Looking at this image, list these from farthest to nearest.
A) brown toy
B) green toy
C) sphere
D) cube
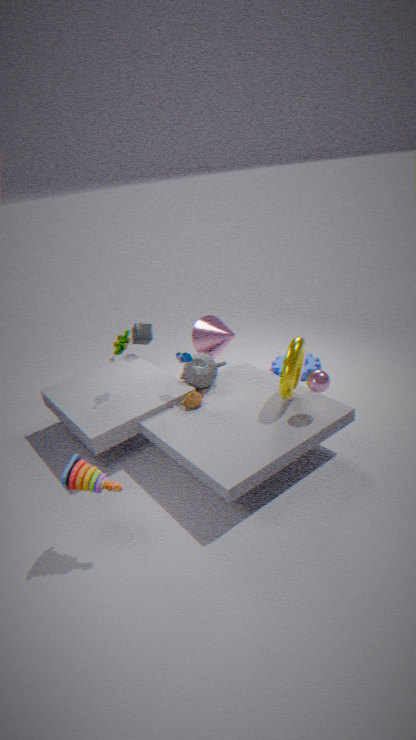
cube < green toy < sphere < brown toy
